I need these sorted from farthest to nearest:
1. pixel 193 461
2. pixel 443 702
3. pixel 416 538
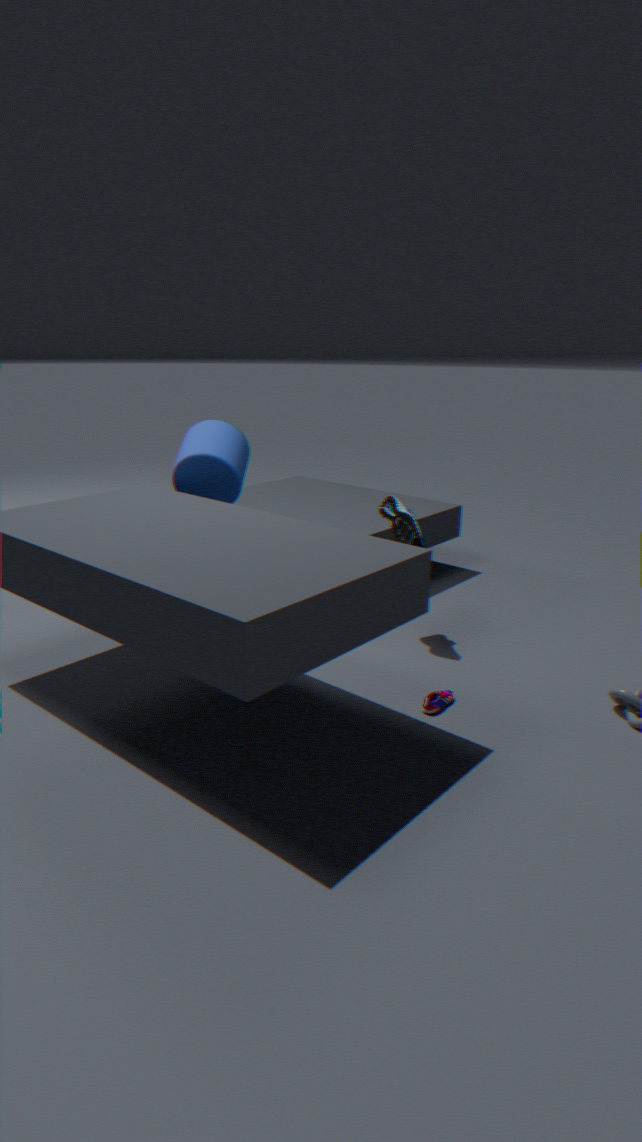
1. pixel 193 461
2. pixel 416 538
3. pixel 443 702
